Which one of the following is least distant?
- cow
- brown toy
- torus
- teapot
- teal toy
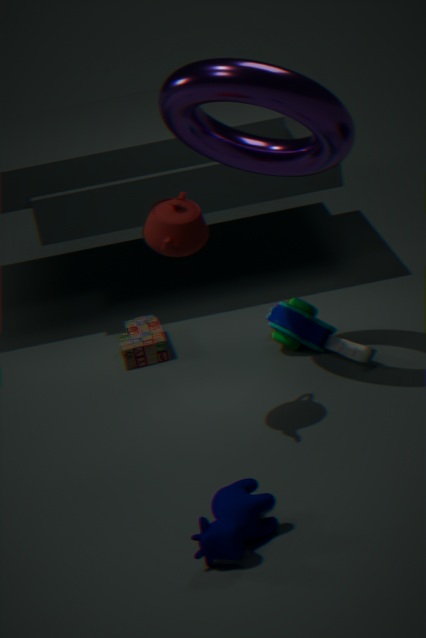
cow
